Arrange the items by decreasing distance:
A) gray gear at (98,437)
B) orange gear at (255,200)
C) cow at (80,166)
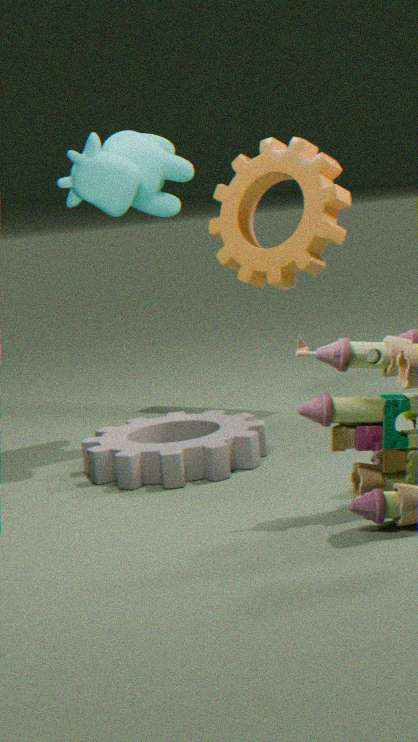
orange gear at (255,200)
cow at (80,166)
gray gear at (98,437)
